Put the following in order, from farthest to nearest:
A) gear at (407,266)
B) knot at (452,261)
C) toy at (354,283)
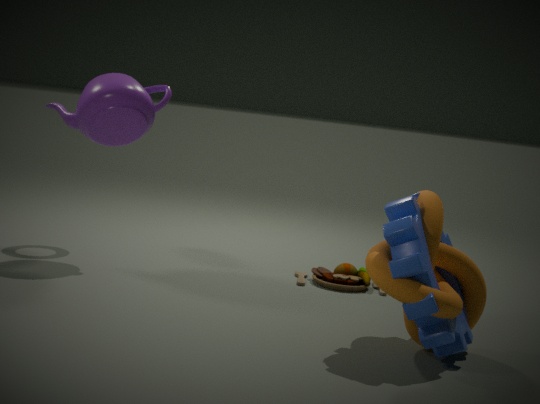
1. toy at (354,283)
2. knot at (452,261)
3. gear at (407,266)
